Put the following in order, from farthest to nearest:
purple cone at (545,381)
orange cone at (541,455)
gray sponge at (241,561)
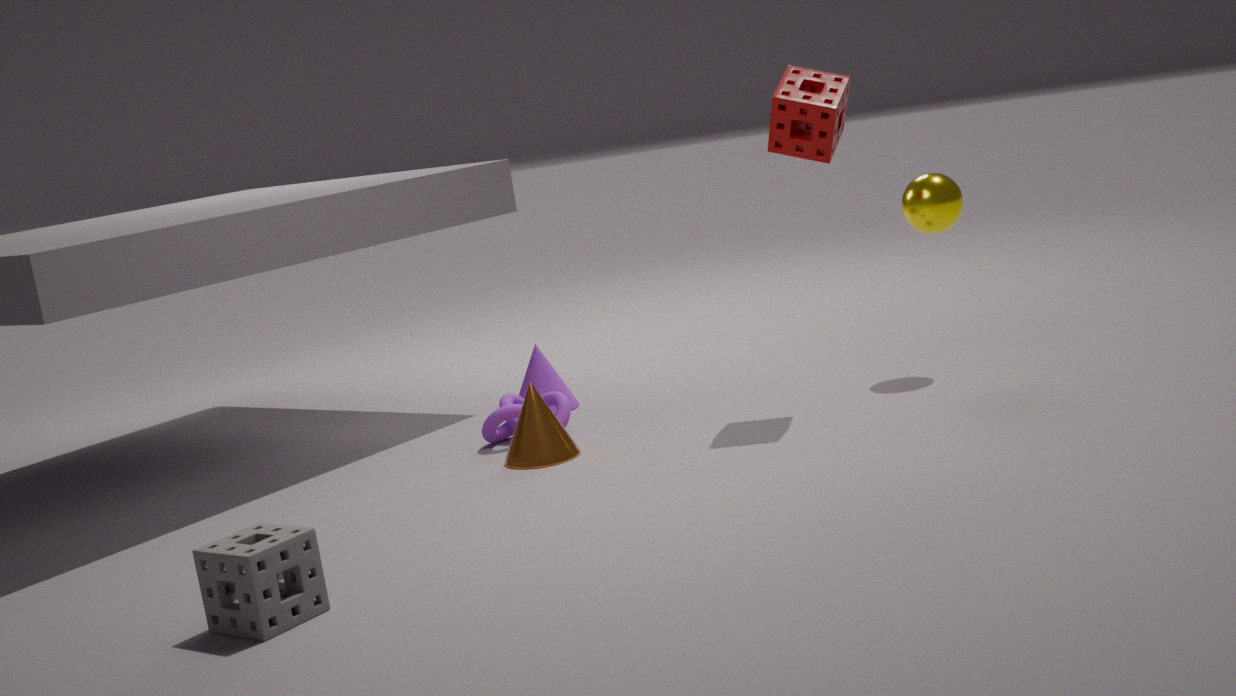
purple cone at (545,381)
orange cone at (541,455)
gray sponge at (241,561)
